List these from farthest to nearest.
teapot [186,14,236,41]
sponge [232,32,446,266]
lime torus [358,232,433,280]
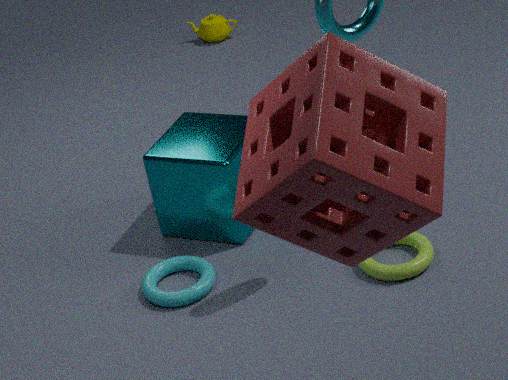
teapot [186,14,236,41]
lime torus [358,232,433,280]
sponge [232,32,446,266]
